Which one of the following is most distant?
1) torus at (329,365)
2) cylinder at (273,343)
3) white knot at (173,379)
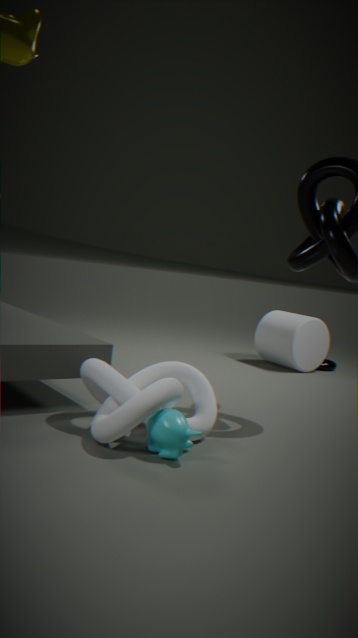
1. torus at (329,365)
